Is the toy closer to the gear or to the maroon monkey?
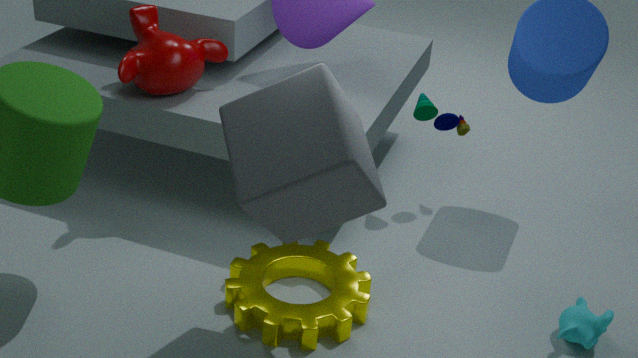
the gear
